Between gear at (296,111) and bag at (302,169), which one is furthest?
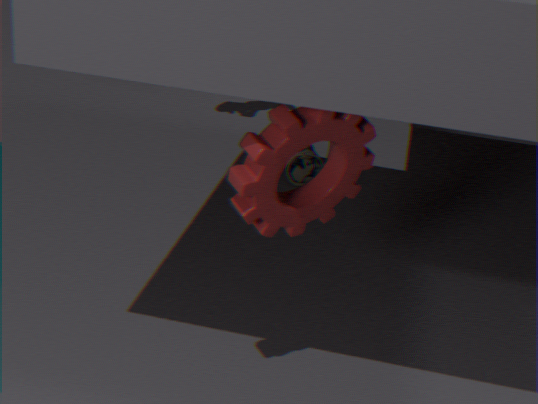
bag at (302,169)
